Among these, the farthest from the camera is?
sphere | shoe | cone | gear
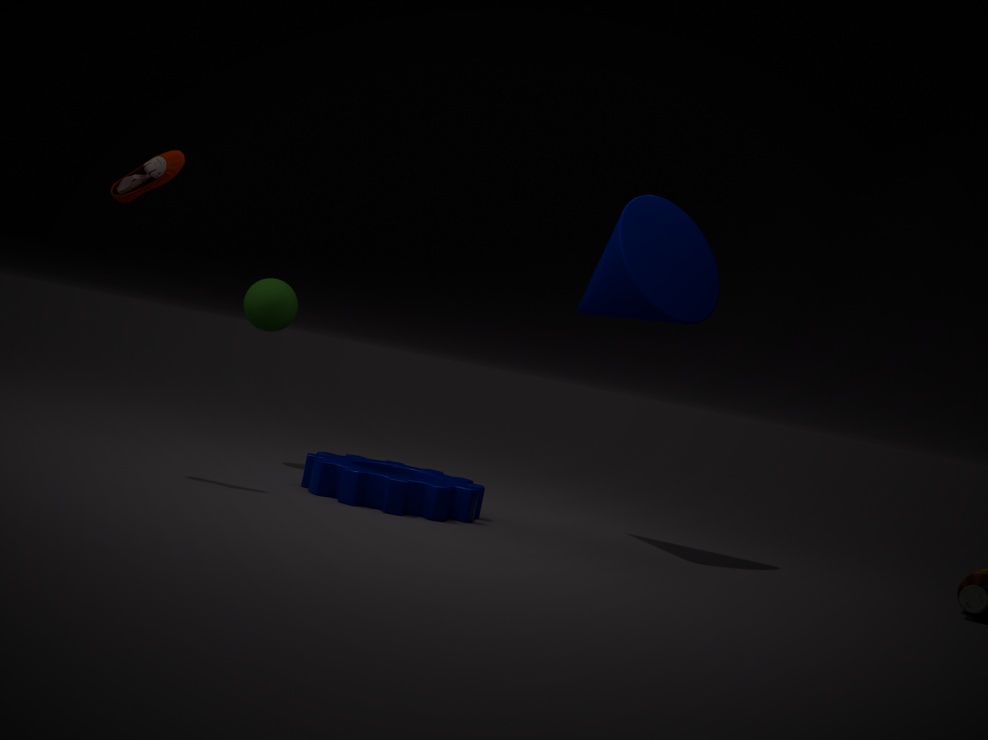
sphere
